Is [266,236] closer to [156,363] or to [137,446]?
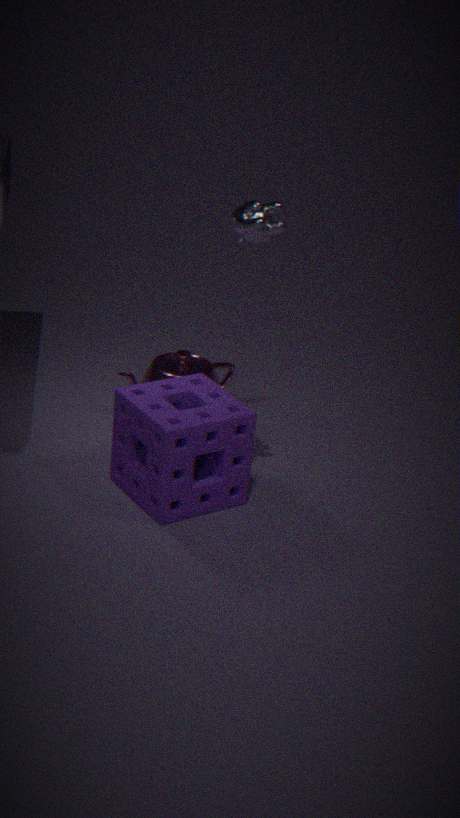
[137,446]
